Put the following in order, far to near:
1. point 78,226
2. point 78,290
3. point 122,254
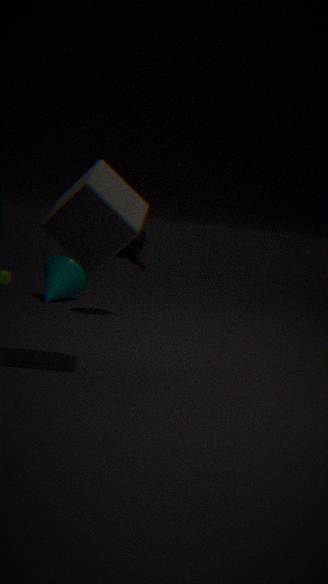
point 78,290 < point 122,254 < point 78,226
